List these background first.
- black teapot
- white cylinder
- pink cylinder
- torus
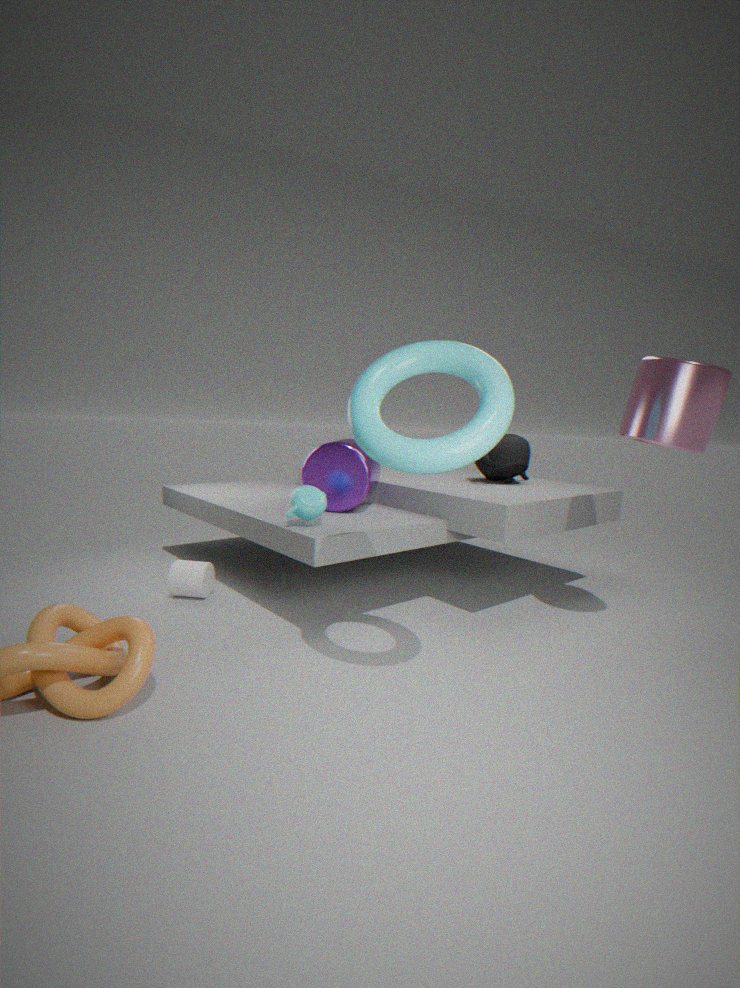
black teapot < white cylinder < pink cylinder < torus
